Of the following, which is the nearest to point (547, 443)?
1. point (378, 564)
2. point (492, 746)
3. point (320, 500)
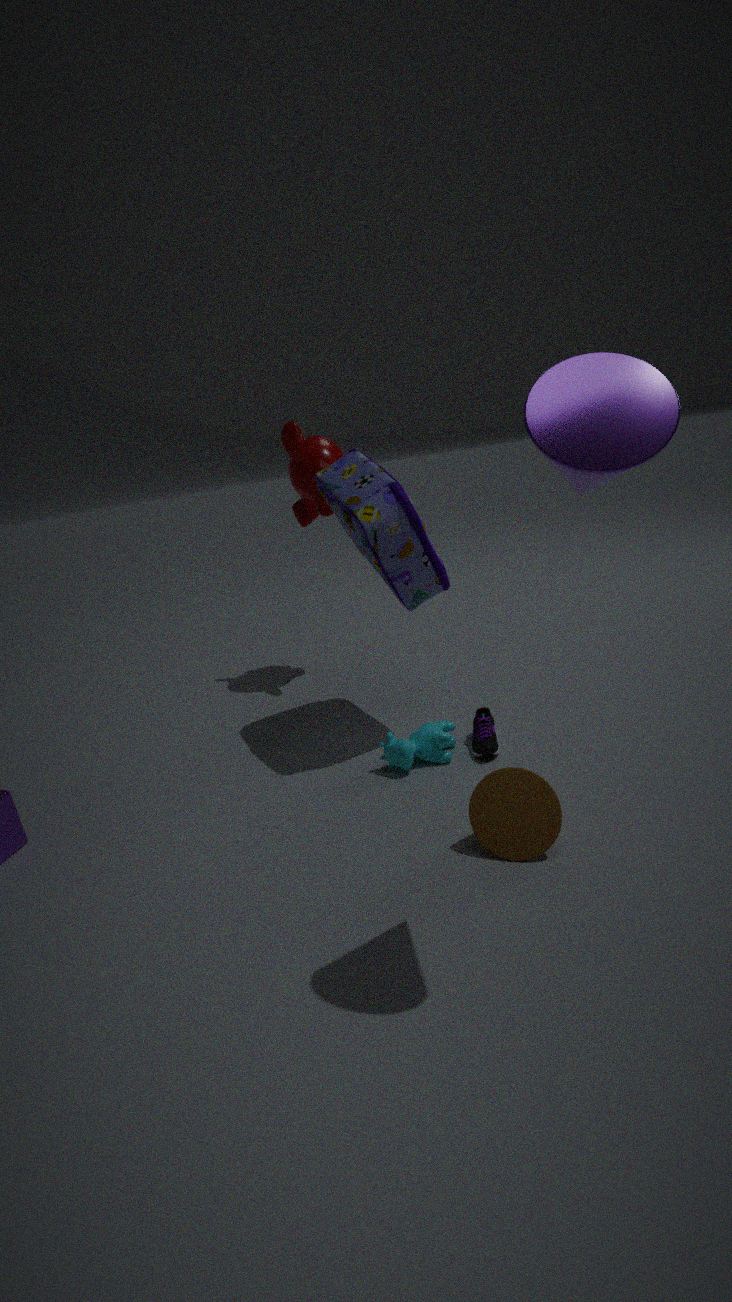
point (378, 564)
